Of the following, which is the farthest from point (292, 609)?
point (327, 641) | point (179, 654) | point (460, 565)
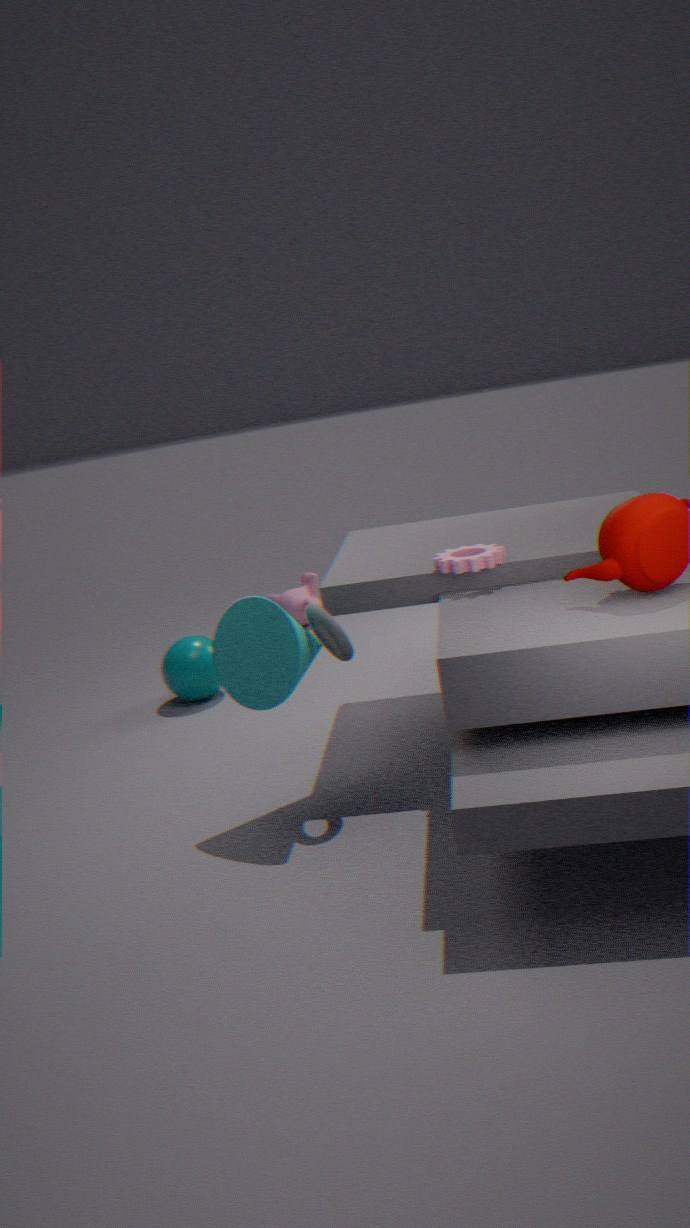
point (460, 565)
